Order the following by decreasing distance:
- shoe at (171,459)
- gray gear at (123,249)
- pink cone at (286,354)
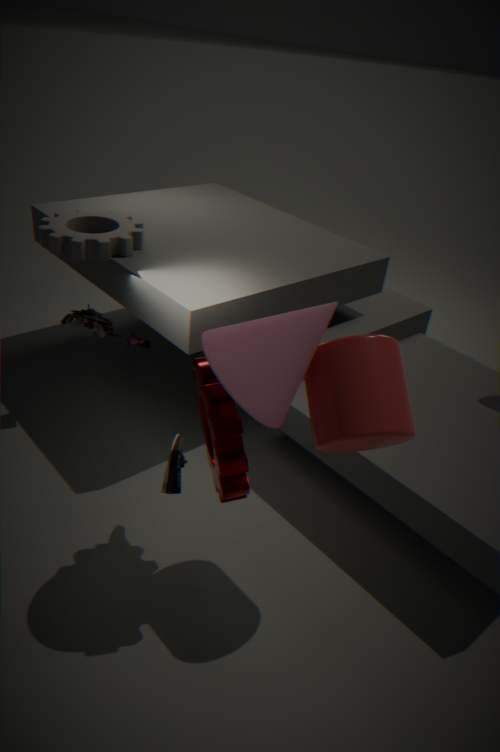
gray gear at (123,249)
shoe at (171,459)
pink cone at (286,354)
